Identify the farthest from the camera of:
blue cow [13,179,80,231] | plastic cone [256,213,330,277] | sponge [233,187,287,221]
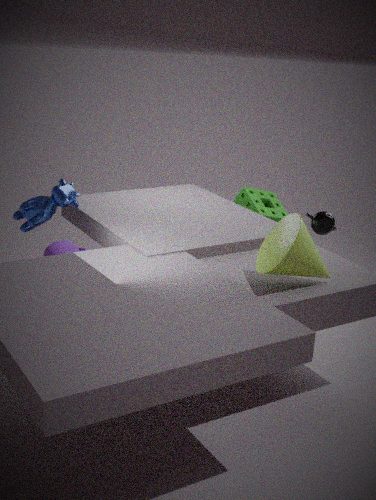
sponge [233,187,287,221]
